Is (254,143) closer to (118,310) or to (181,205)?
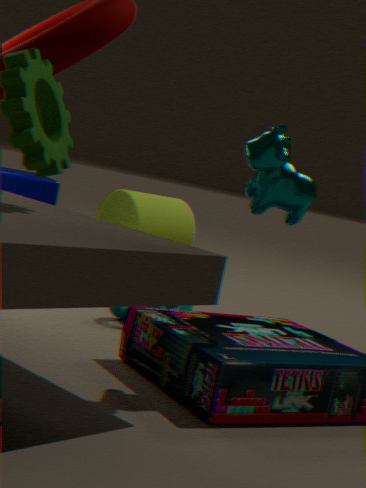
(118,310)
